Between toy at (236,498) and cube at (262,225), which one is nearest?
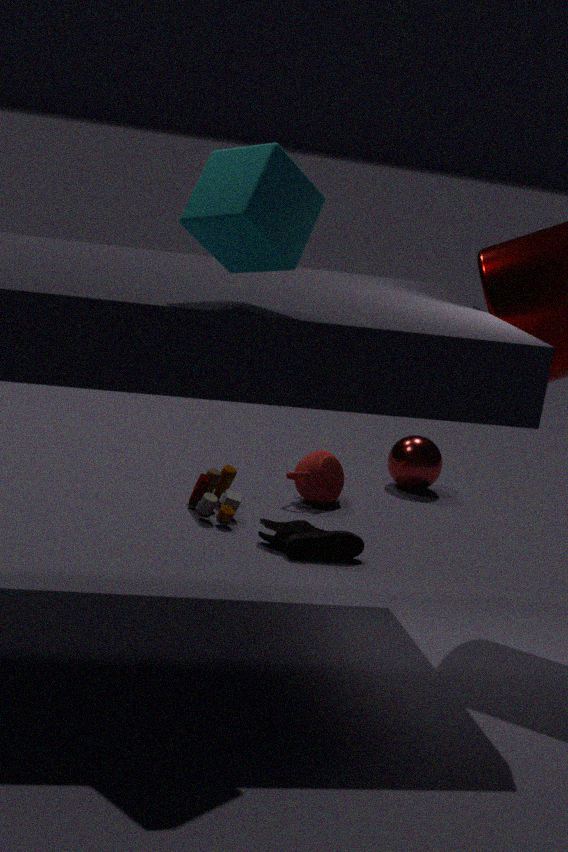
cube at (262,225)
